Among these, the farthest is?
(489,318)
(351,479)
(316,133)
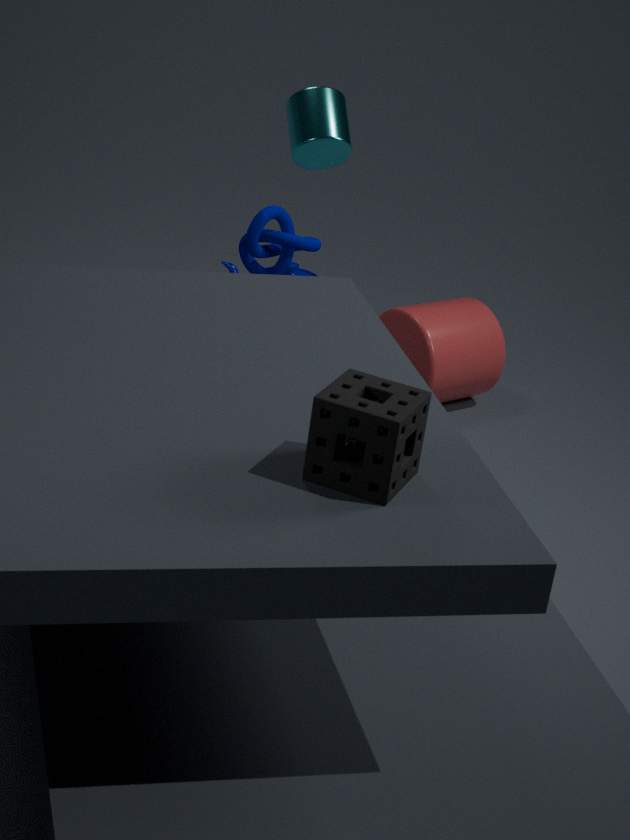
(489,318)
